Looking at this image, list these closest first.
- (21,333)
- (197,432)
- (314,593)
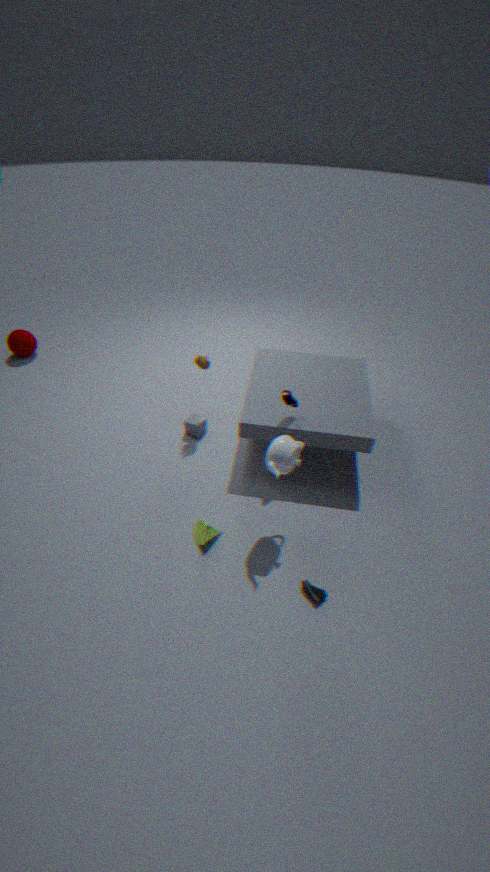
1. (314,593)
2. (197,432)
3. (21,333)
